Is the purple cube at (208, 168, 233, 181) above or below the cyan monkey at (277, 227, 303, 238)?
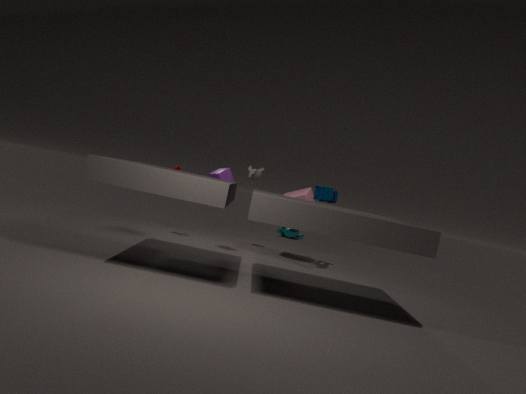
above
